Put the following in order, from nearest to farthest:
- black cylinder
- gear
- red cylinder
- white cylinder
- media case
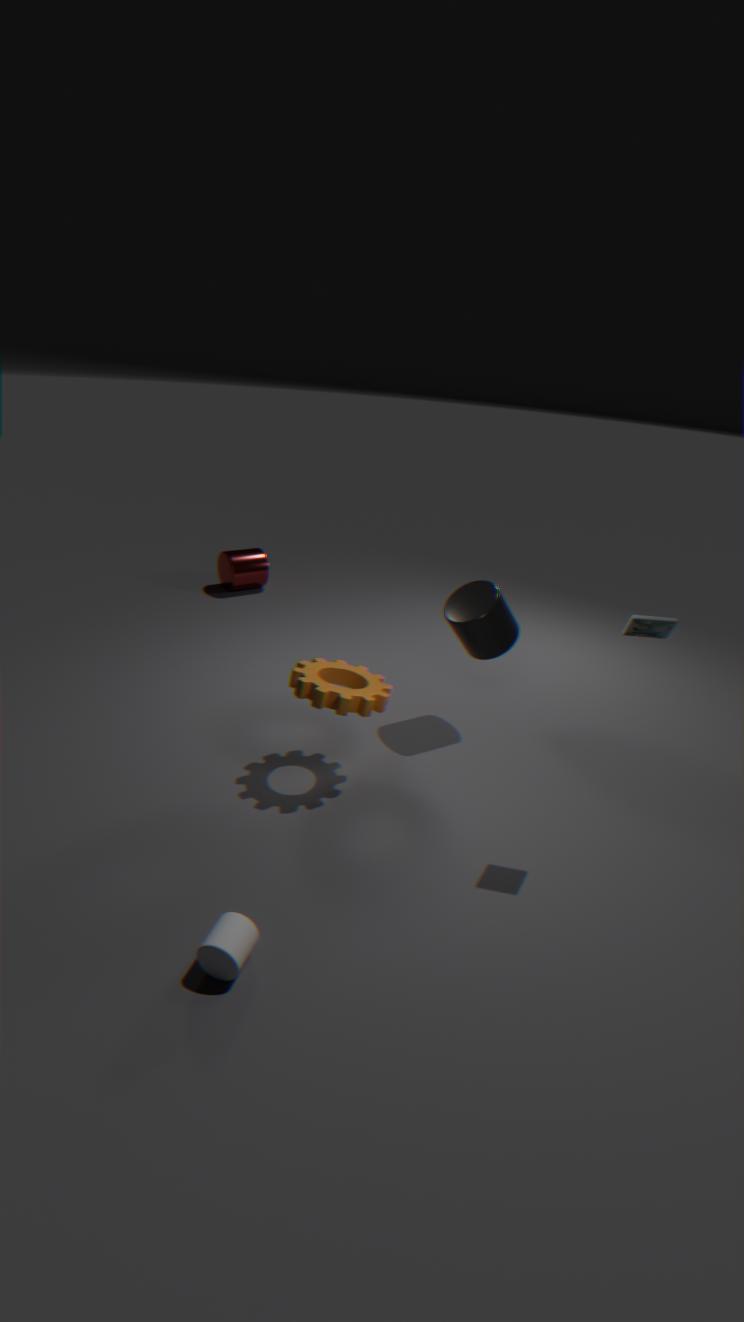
white cylinder < media case < gear < black cylinder < red cylinder
